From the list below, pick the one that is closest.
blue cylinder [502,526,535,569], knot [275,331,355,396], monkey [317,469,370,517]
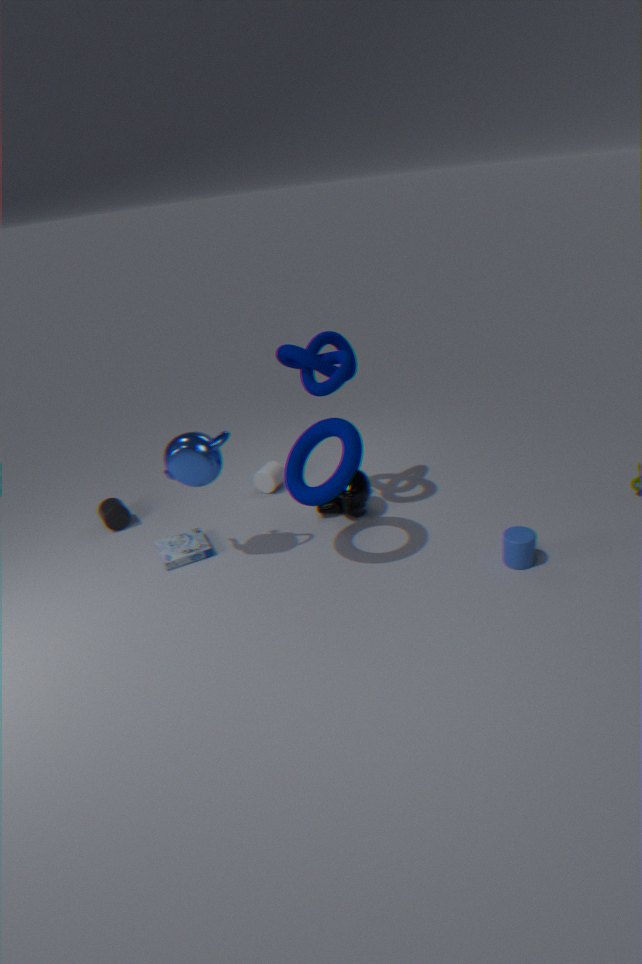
blue cylinder [502,526,535,569]
